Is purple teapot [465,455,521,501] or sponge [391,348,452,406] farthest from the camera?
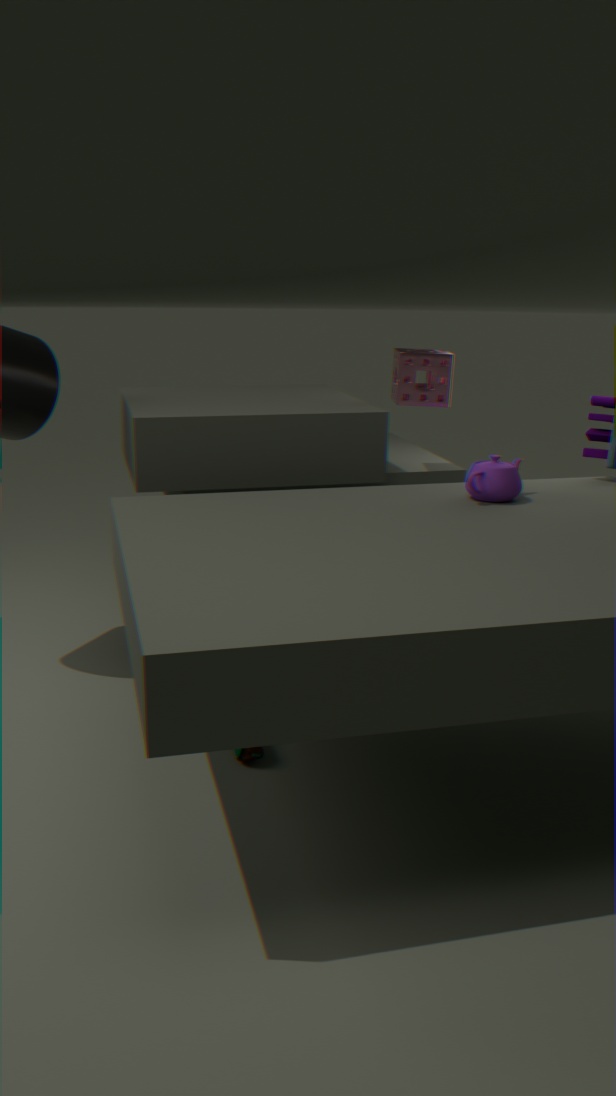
sponge [391,348,452,406]
